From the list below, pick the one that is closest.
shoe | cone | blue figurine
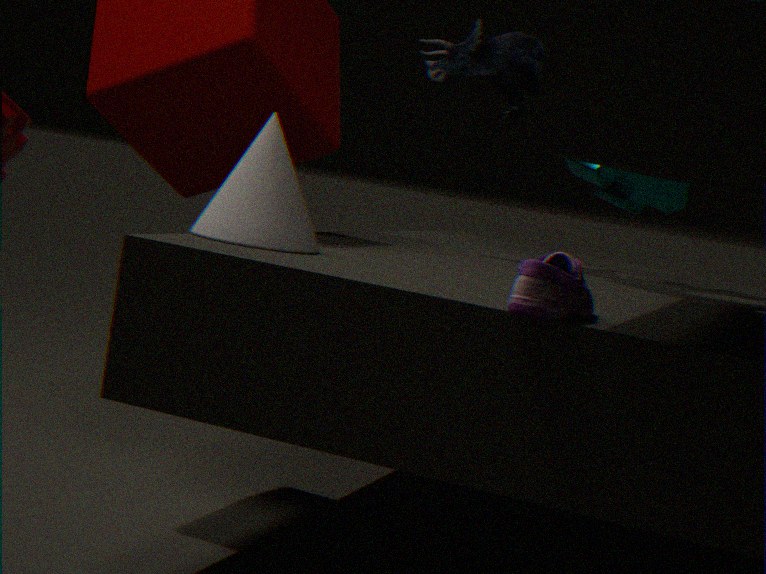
shoe
